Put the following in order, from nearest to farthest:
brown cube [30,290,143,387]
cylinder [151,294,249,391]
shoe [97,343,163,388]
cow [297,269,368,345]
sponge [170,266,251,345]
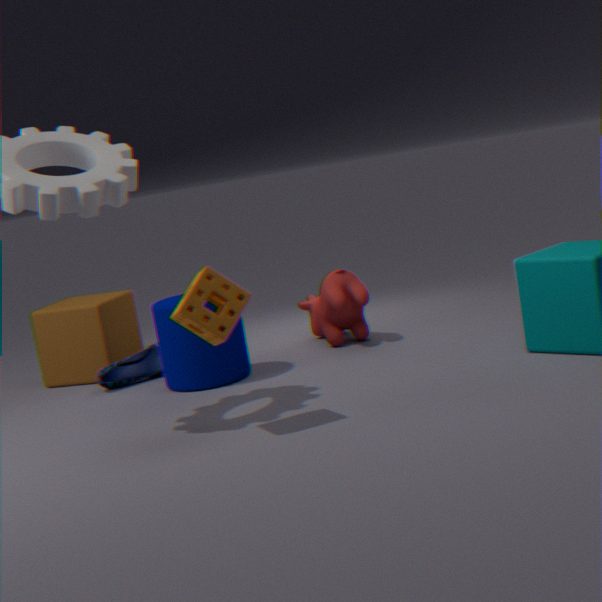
1. sponge [170,266,251,345]
2. cylinder [151,294,249,391]
3. cow [297,269,368,345]
4. shoe [97,343,163,388]
5. brown cube [30,290,143,387]
